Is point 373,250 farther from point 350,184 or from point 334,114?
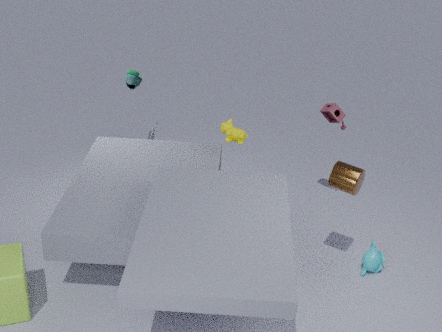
point 334,114
